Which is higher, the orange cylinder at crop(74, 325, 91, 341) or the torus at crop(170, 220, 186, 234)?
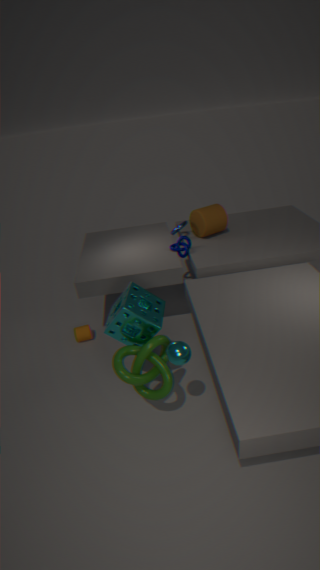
the torus at crop(170, 220, 186, 234)
